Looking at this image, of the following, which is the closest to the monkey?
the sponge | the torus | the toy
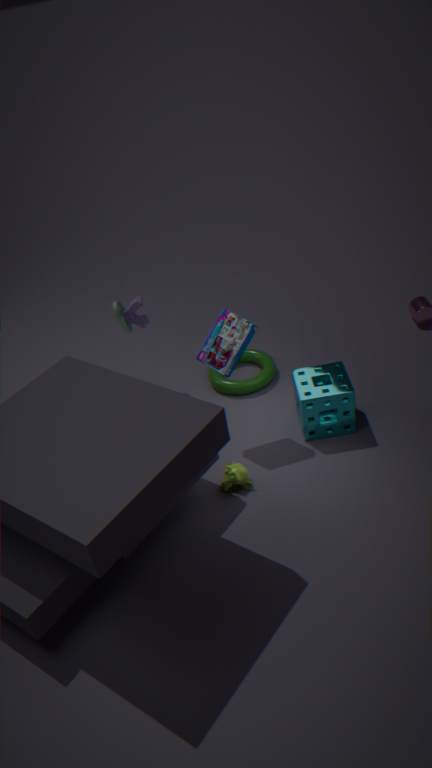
the sponge
